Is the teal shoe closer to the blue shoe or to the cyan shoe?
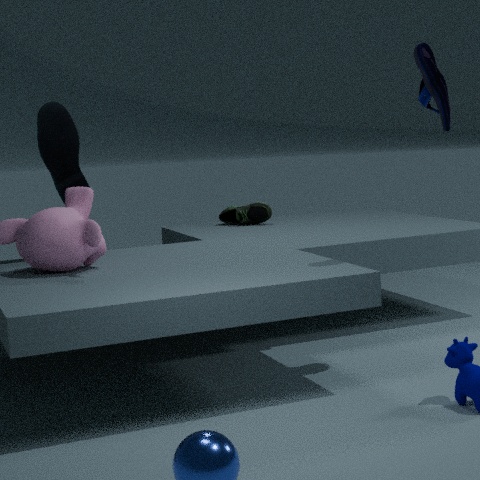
the cyan shoe
